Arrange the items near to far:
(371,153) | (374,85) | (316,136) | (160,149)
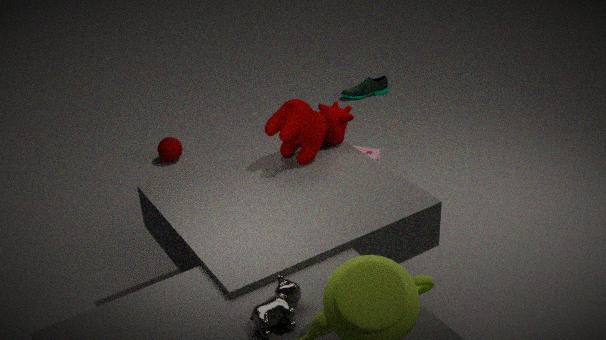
(316,136)
(371,153)
(160,149)
(374,85)
